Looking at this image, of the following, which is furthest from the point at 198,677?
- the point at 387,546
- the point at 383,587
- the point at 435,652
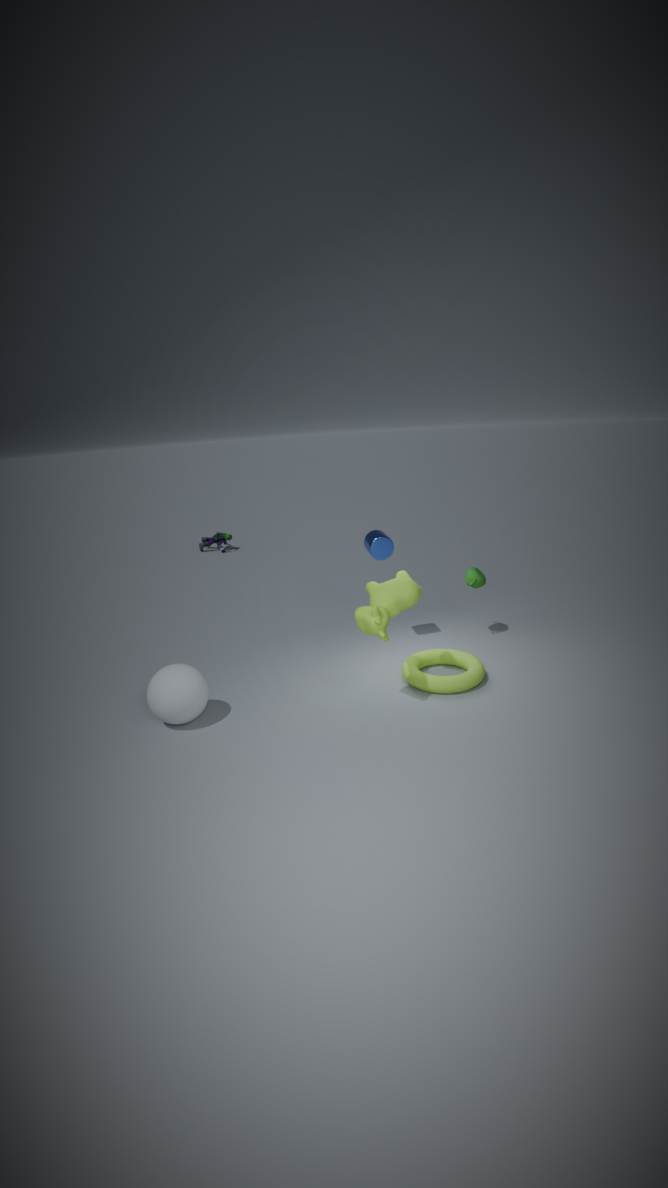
the point at 387,546
